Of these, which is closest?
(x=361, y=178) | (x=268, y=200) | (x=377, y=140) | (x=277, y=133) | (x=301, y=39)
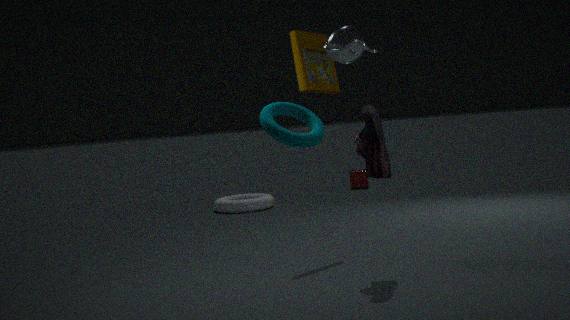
(x=277, y=133)
